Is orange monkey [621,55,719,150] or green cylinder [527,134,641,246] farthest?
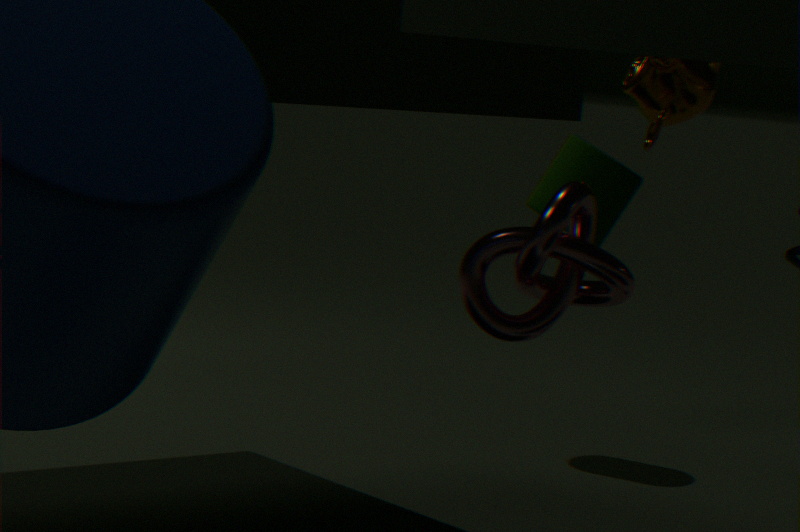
green cylinder [527,134,641,246]
